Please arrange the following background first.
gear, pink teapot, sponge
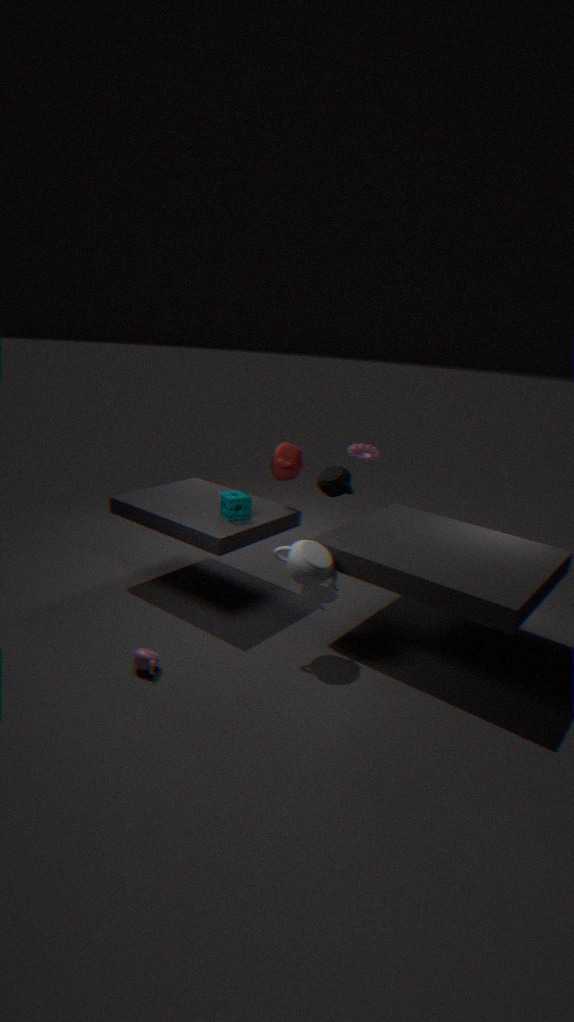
1. gear
2. sponge
3. pink teapot
